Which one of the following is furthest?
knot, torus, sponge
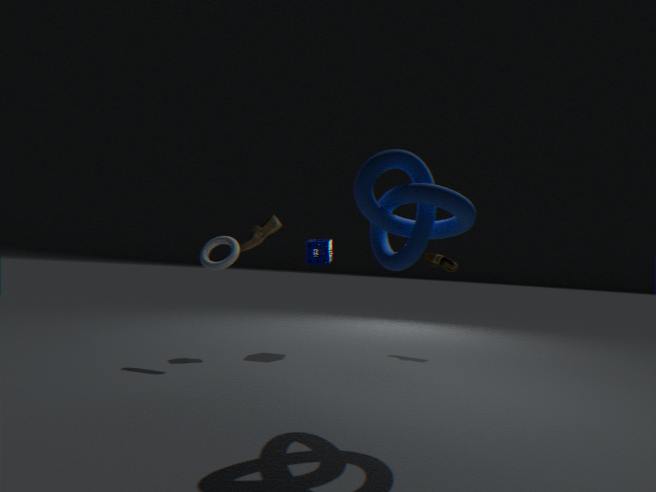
sponge
